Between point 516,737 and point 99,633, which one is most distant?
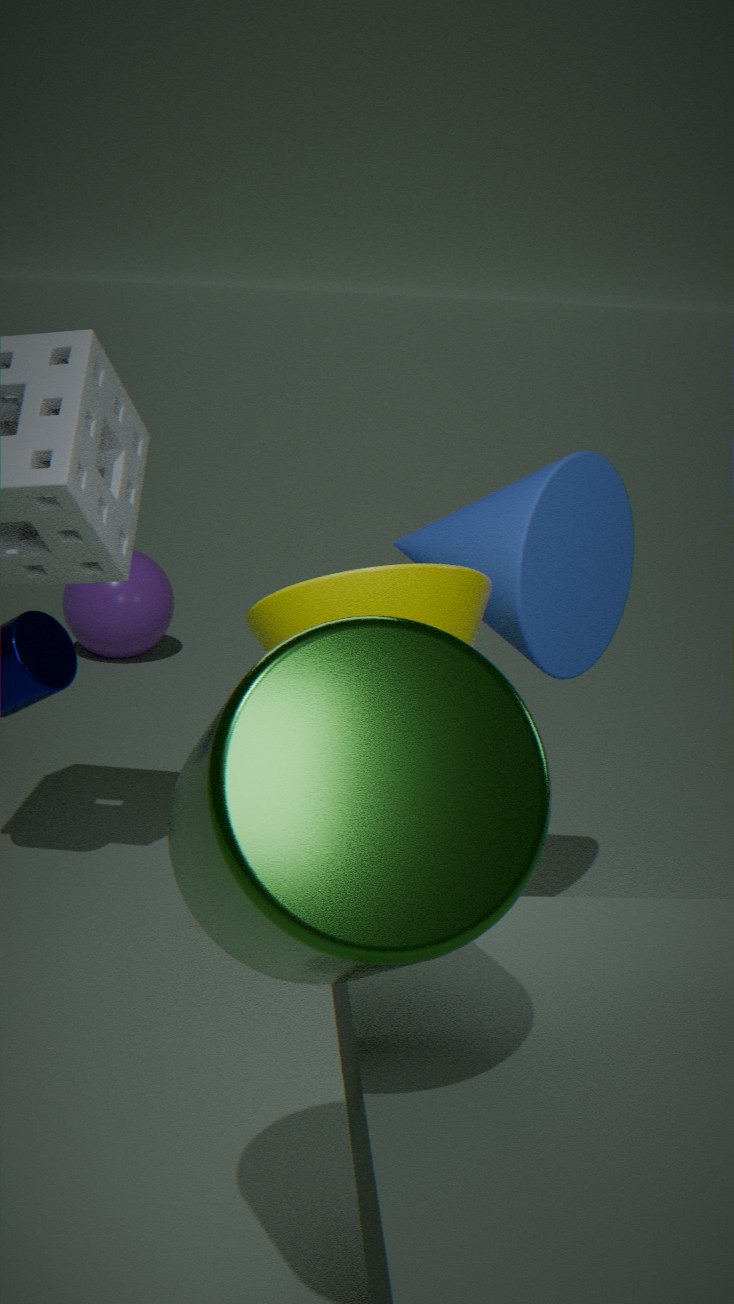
point 99,633
